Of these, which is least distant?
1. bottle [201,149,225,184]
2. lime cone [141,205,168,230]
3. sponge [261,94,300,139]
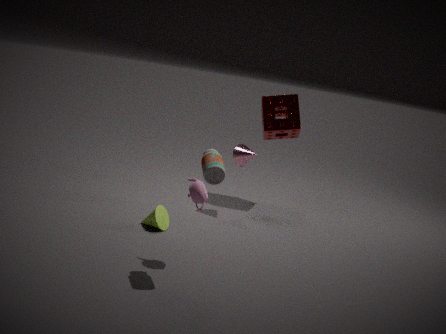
bottle [201,149,225,184]
